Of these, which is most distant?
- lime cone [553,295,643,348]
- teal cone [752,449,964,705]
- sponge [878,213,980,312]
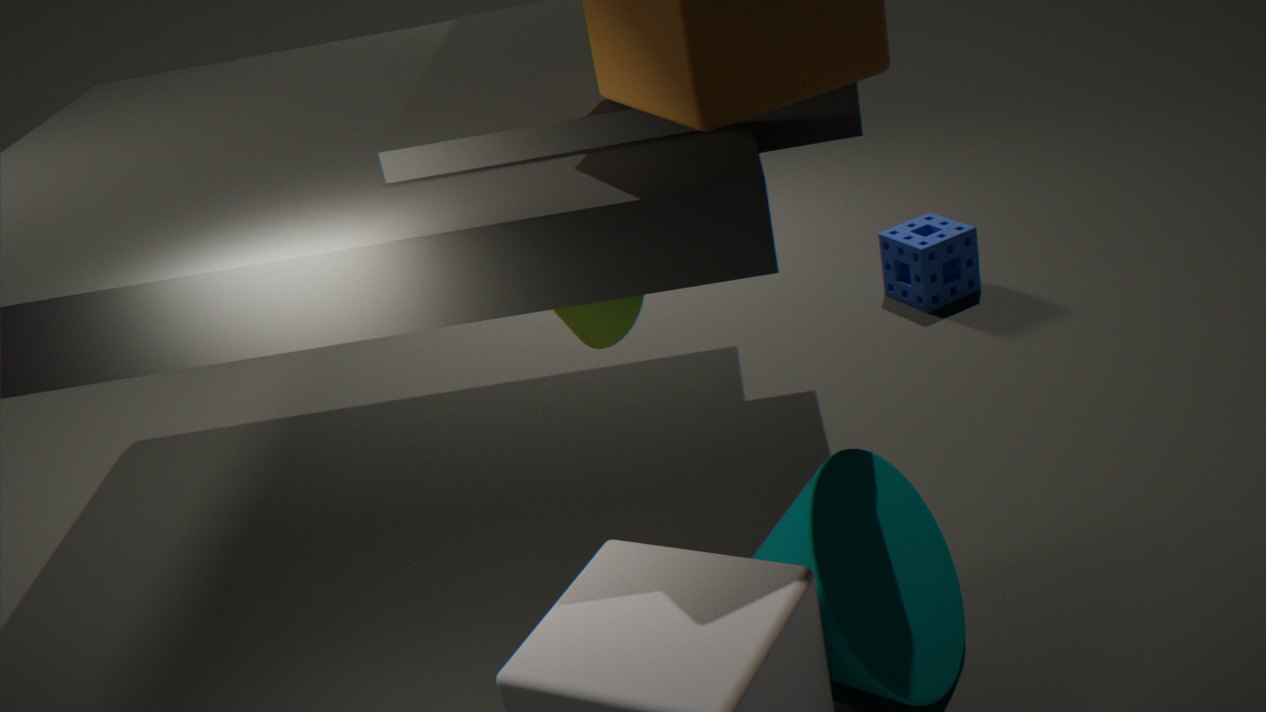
sponge [878,213,980,312]
